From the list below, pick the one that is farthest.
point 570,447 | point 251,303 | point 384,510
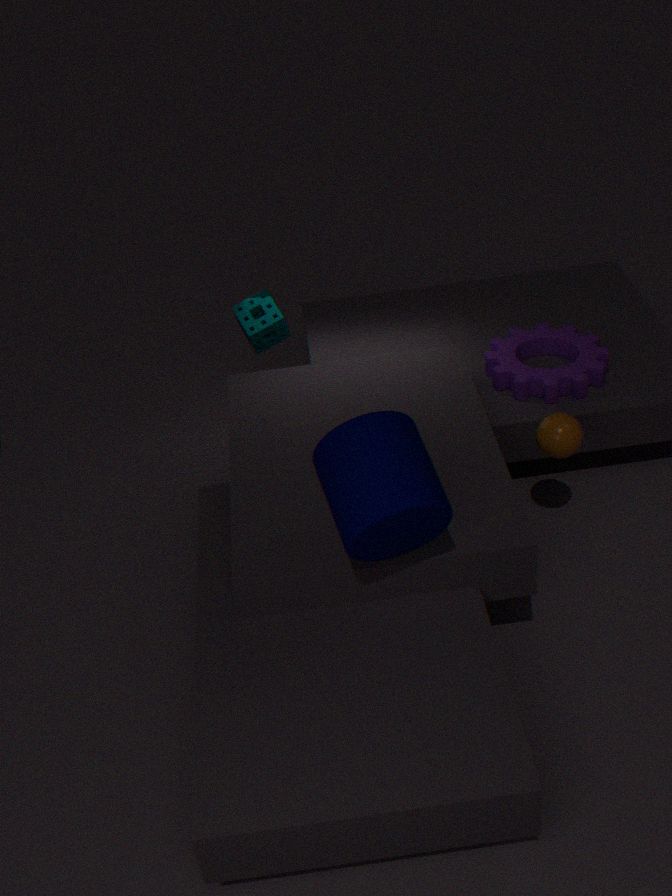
point 251,303
